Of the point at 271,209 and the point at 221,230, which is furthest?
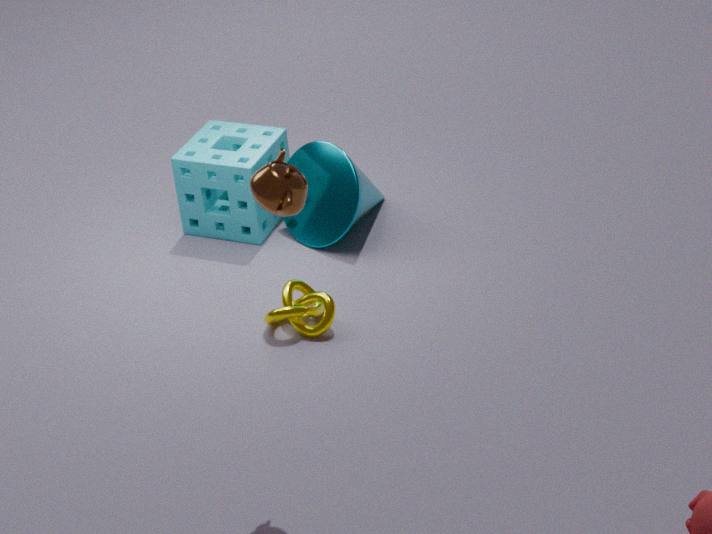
the point at 221,230
